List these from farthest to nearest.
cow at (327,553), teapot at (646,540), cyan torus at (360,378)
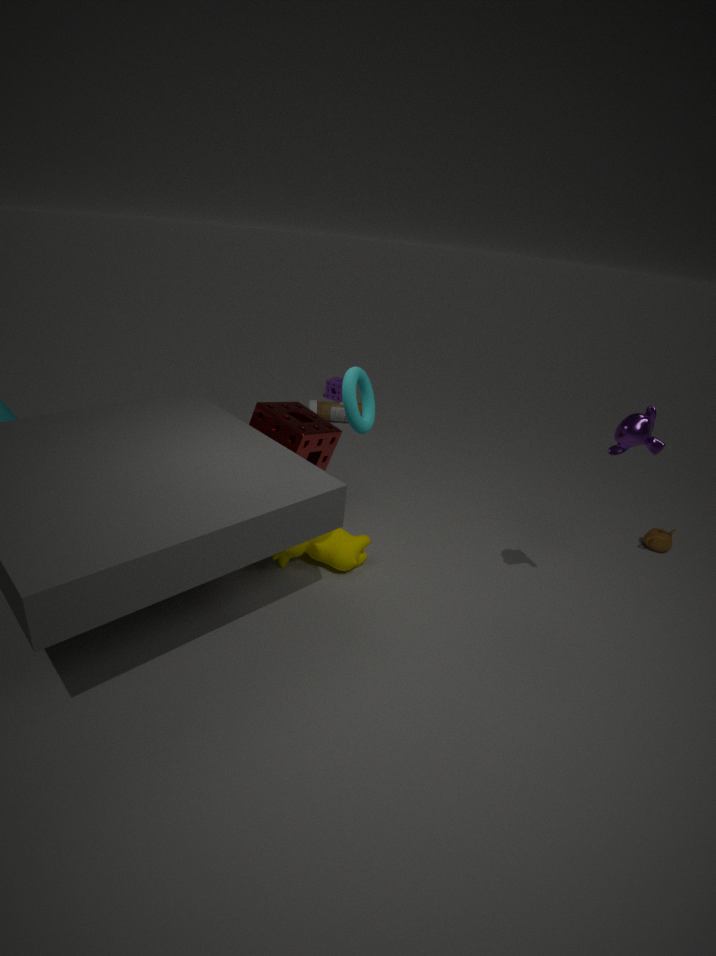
teapot at (646,540)
cow at (327,553)
cyan torus at (360,378)
